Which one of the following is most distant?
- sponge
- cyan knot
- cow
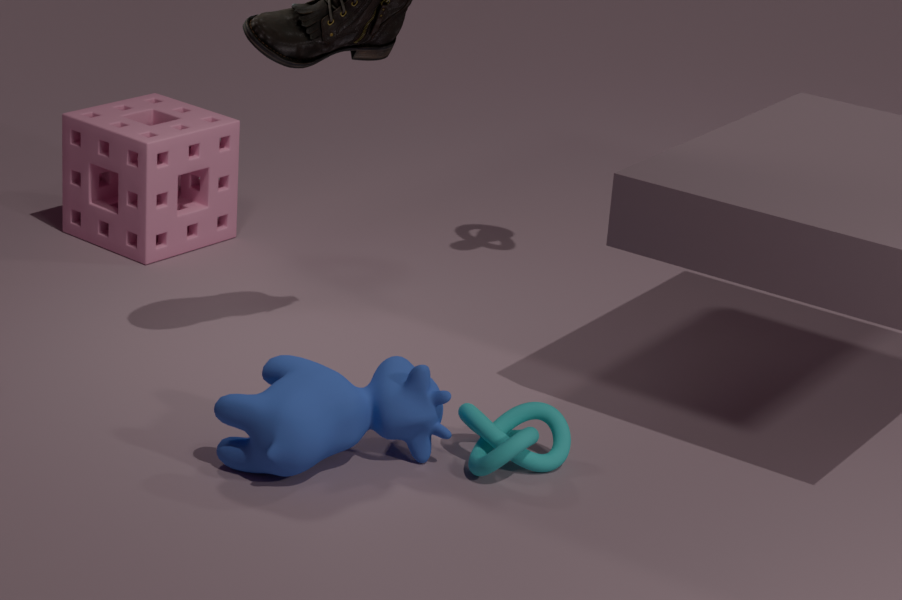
sponge
